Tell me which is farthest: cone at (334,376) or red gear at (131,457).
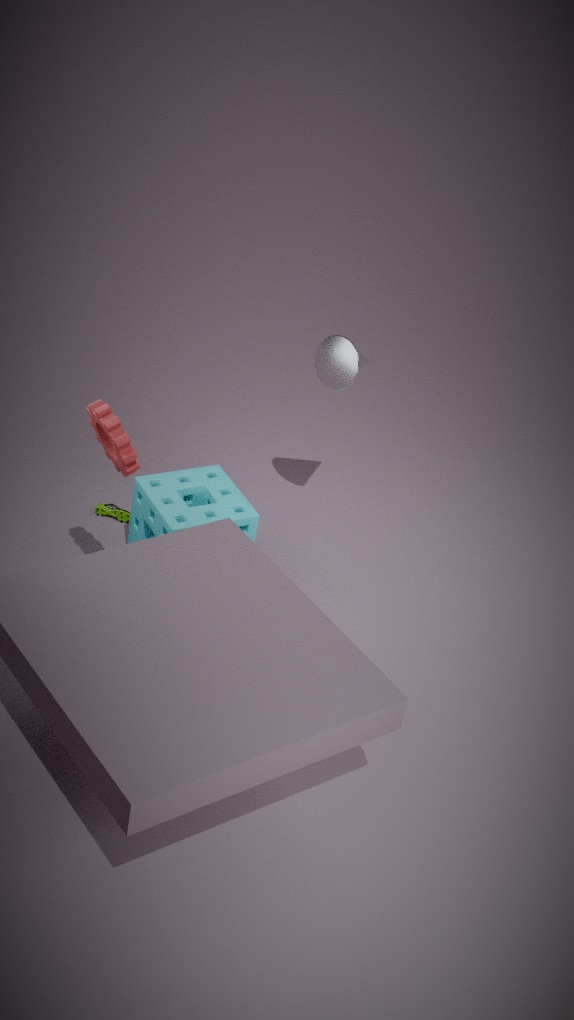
cone at (334,376)
